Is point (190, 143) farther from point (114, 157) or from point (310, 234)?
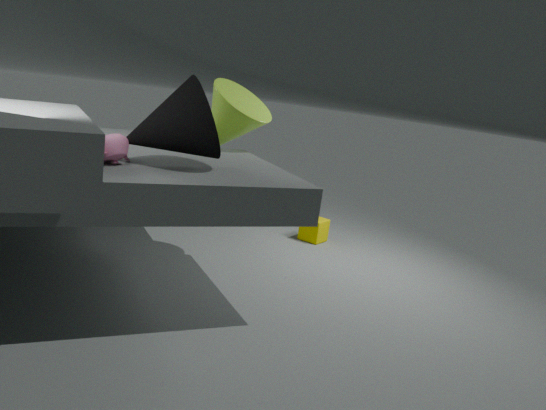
point (310, 234)
